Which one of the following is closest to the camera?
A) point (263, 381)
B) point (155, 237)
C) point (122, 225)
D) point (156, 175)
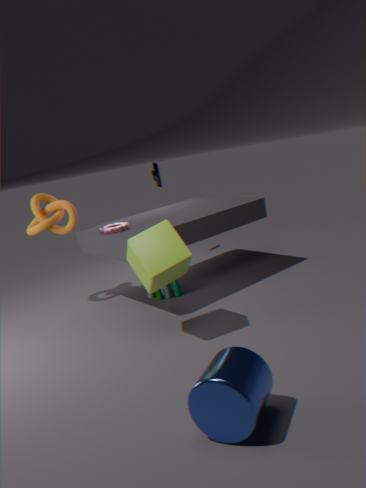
point (263, 381)
